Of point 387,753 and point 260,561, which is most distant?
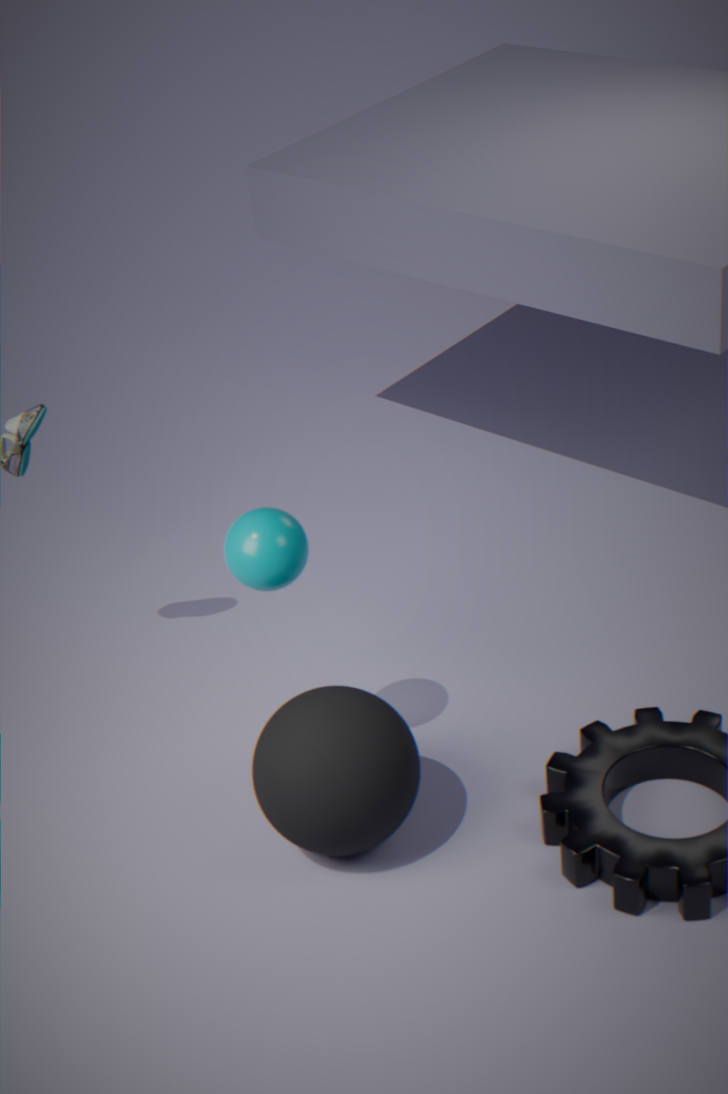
point 260,561
